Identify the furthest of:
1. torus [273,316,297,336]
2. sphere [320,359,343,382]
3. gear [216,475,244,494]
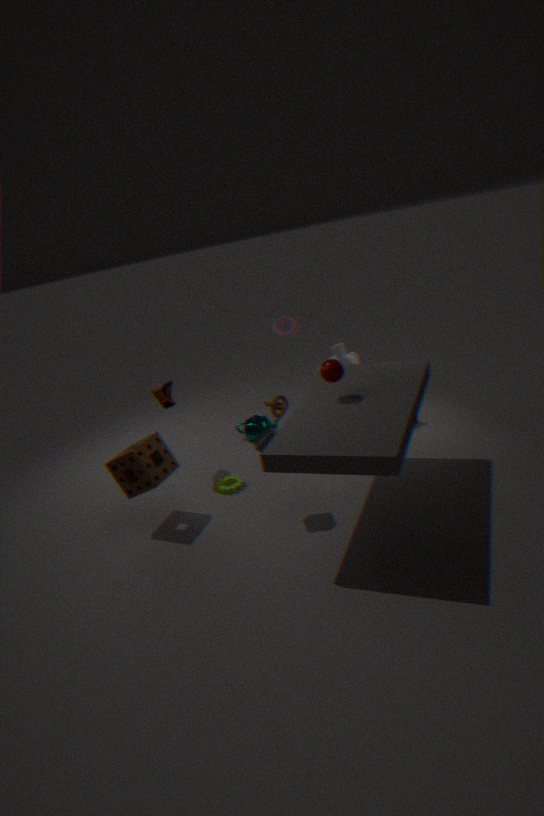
torus [273,316,297,336]
